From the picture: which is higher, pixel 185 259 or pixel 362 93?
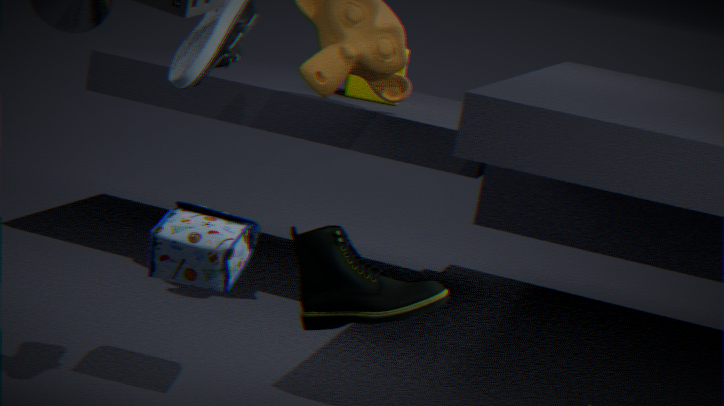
pixel 362 93
